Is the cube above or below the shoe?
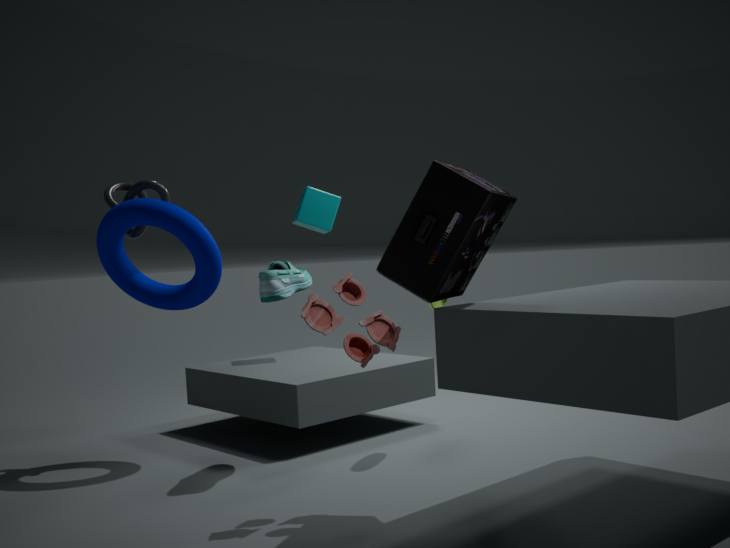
above
